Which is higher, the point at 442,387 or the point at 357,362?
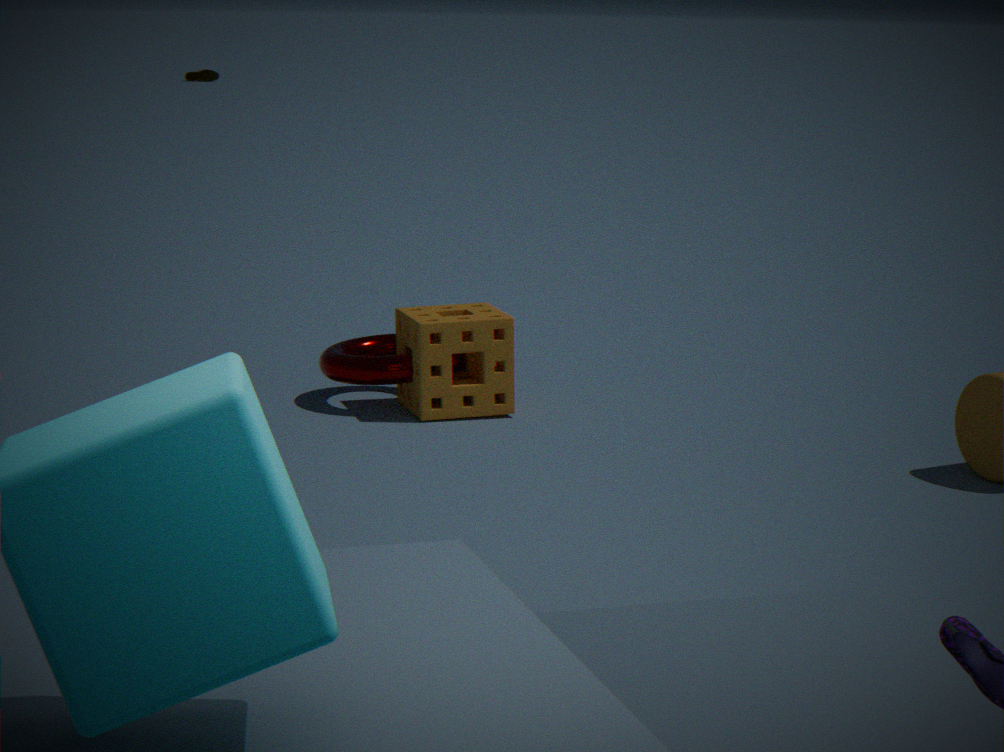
the point at 442,387
